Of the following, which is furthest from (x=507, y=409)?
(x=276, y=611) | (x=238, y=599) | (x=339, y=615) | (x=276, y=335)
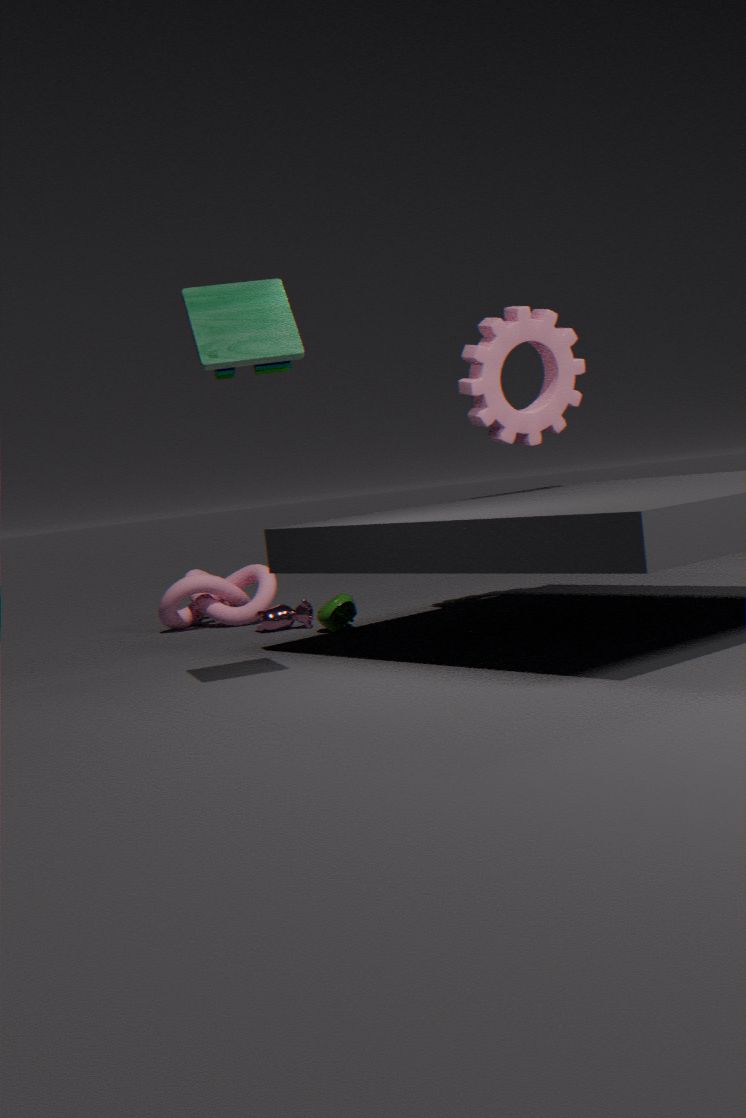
(x=238, y=599)
